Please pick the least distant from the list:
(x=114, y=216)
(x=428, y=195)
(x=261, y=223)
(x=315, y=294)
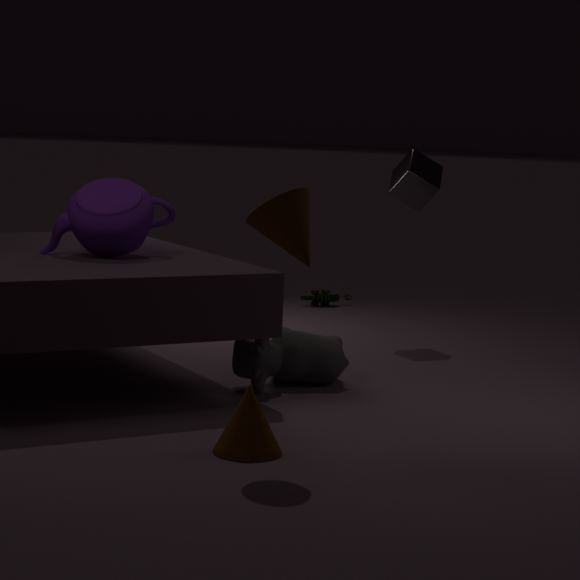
(x=261, y=223)
